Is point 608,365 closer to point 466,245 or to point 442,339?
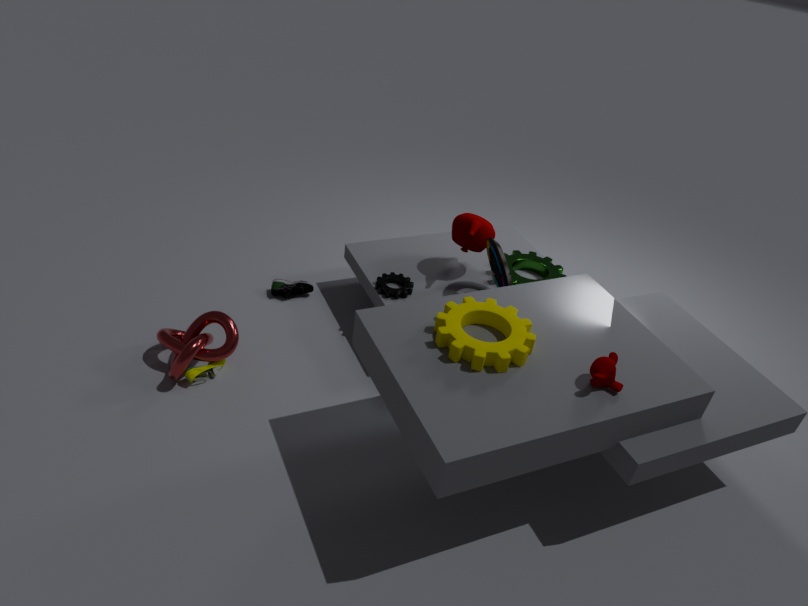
point 442,339
